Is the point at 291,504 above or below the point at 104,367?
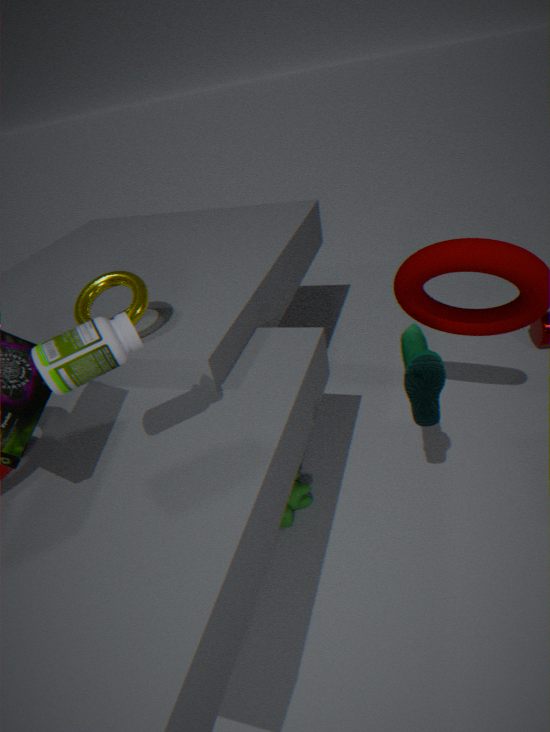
below
